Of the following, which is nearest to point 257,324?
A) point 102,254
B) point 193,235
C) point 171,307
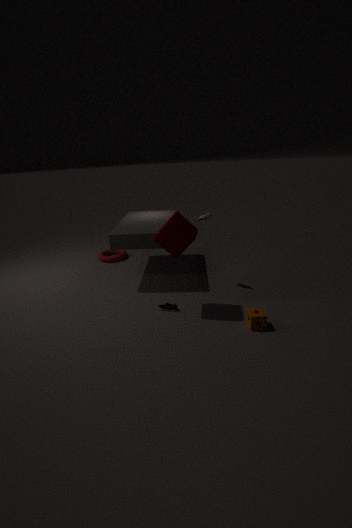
point 171,307
